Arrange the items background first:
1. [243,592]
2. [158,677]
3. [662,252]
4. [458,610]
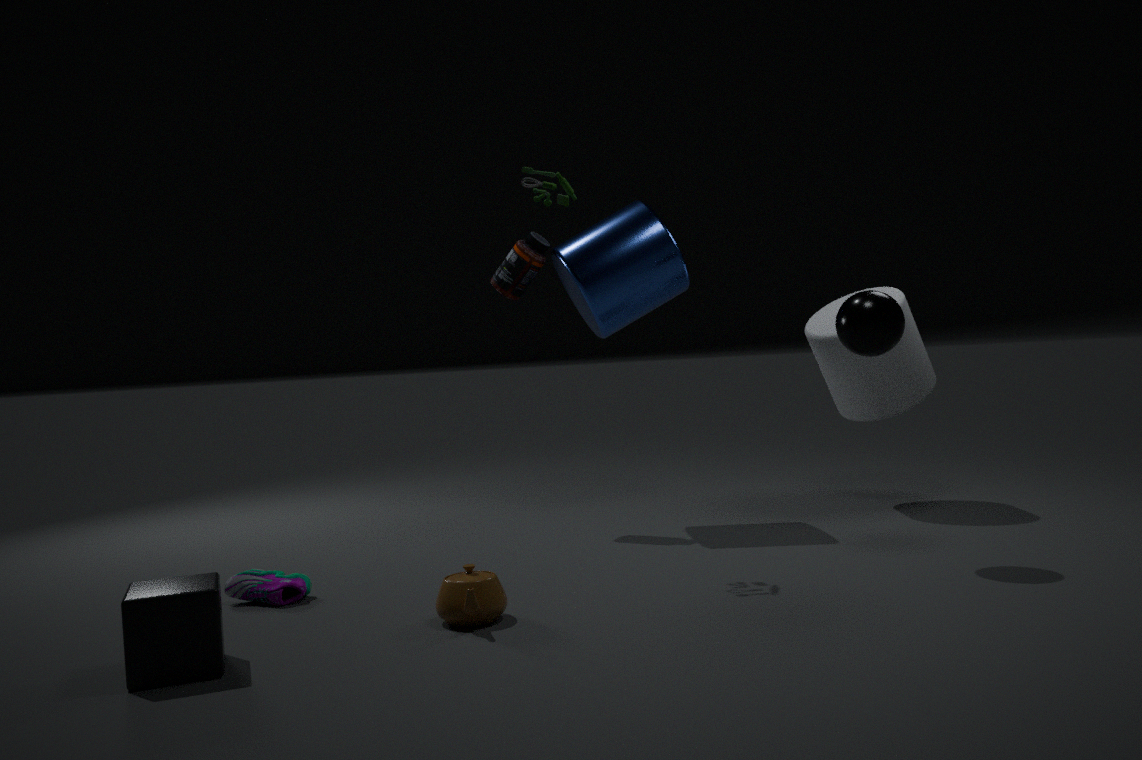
[662,252] → [243,592] → [458,610] → [158,677]
